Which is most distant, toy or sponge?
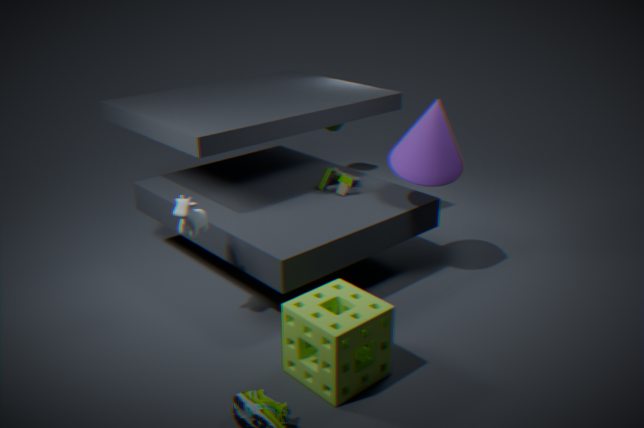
toy
